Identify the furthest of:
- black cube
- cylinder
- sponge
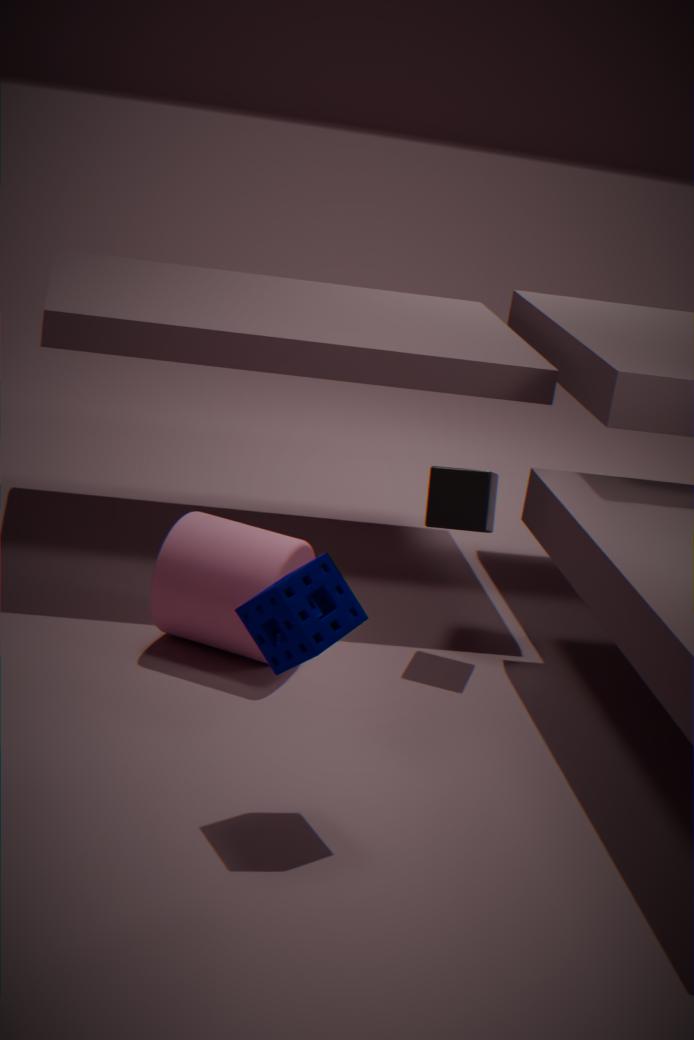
black cube
